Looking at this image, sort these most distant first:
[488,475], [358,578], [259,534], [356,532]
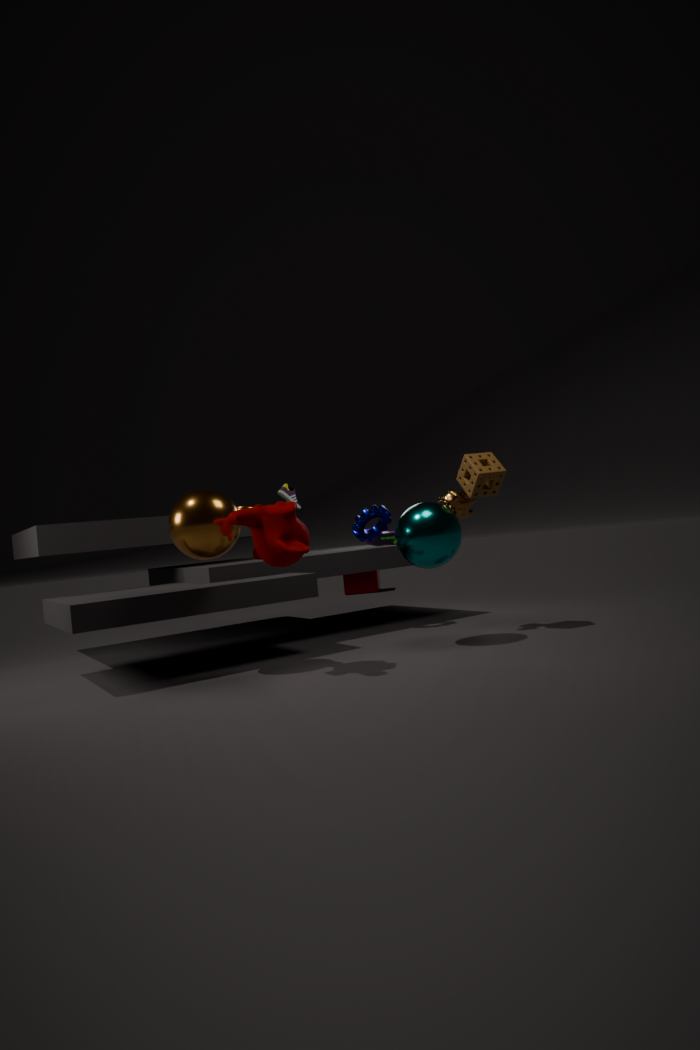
[358,578]
[356,532]
[488,475]
[259,534]
